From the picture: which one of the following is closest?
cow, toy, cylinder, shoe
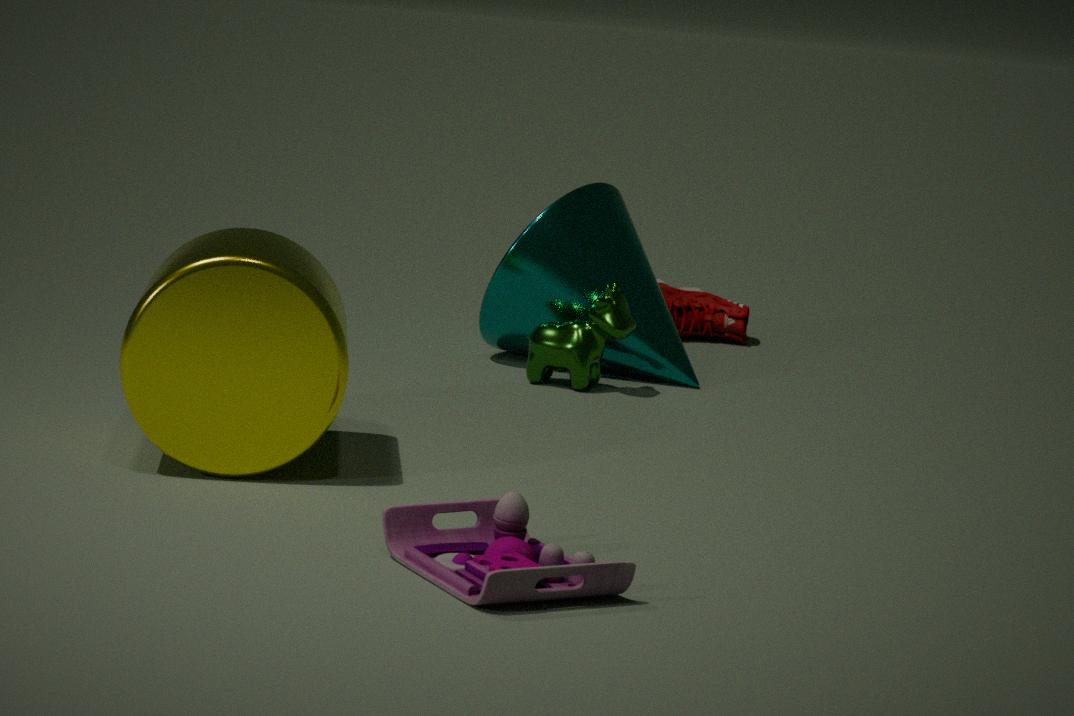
toy
